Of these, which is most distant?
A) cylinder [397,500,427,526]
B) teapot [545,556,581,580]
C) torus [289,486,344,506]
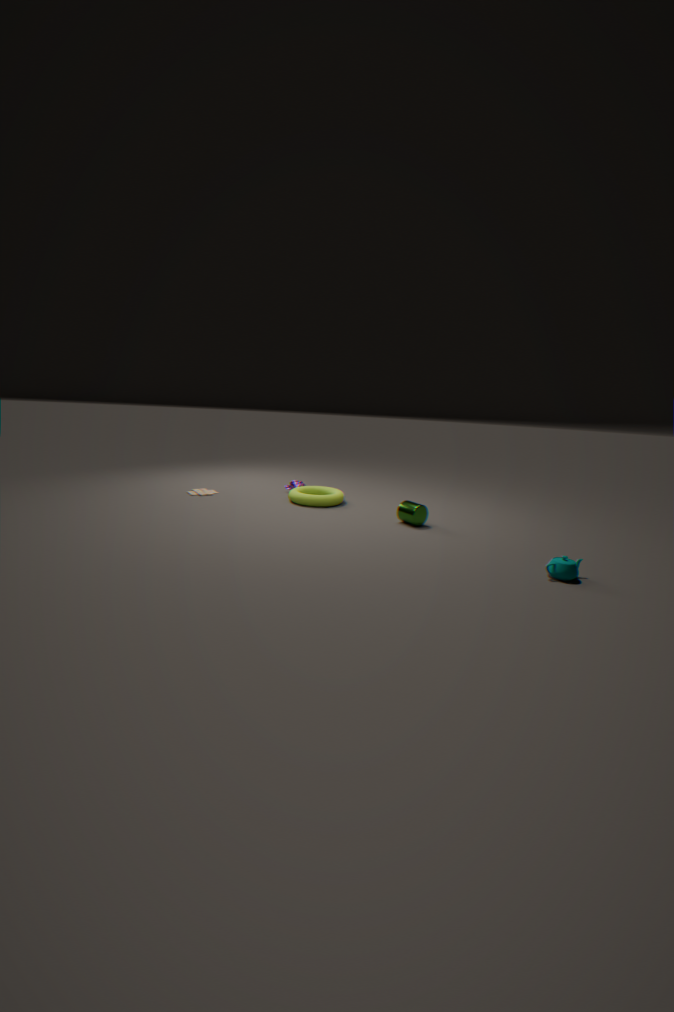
torus [289,486,344,506]
